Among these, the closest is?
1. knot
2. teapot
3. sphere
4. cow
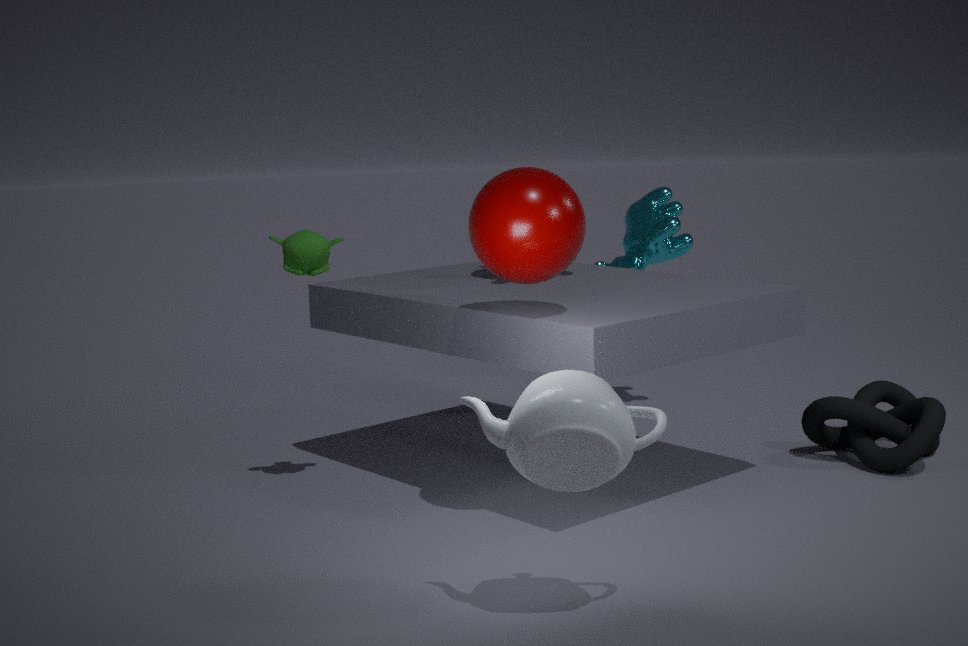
teapot
